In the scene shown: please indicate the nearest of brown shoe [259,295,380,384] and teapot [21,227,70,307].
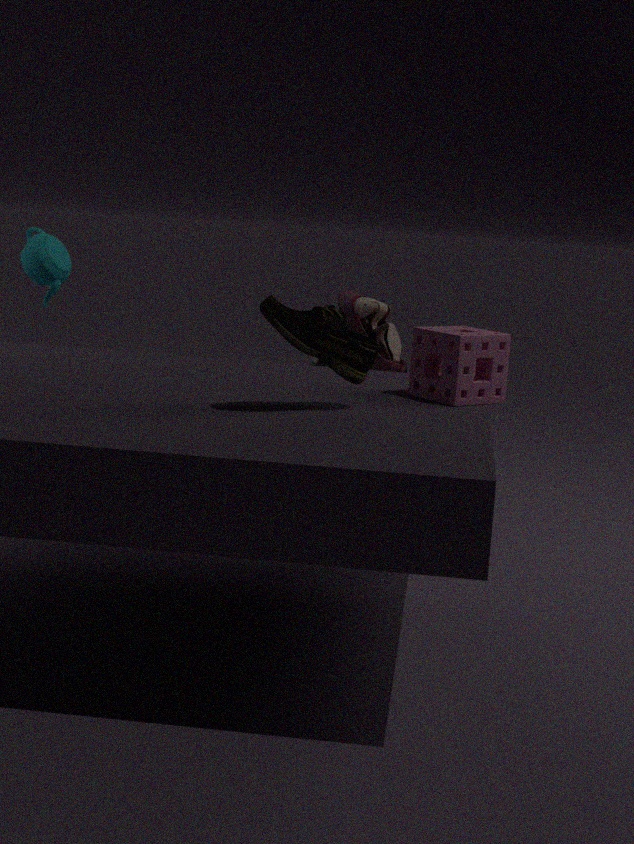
brown shoe [259,295,380,384]
